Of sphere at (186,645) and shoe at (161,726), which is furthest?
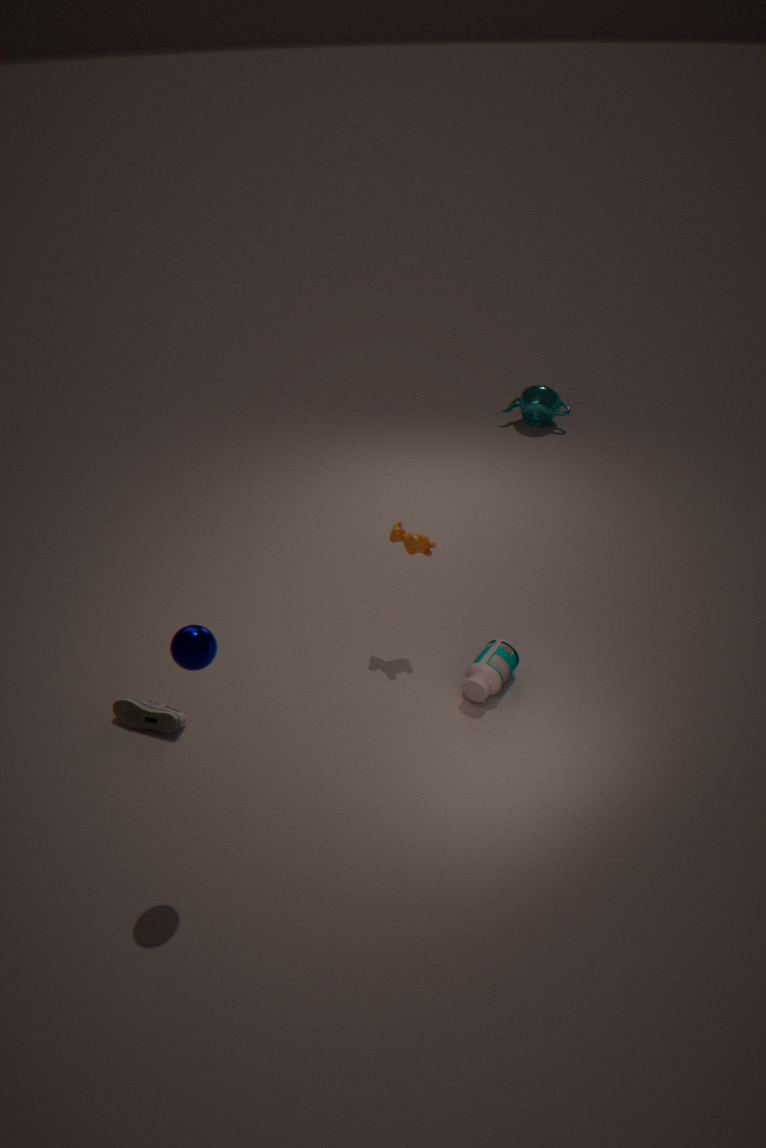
shoe at (161,726)
